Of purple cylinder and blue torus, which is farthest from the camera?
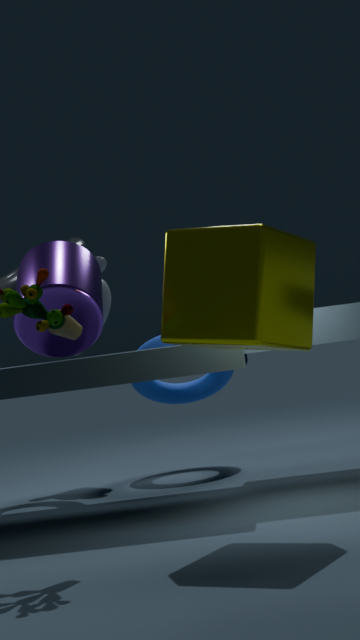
blue torus
